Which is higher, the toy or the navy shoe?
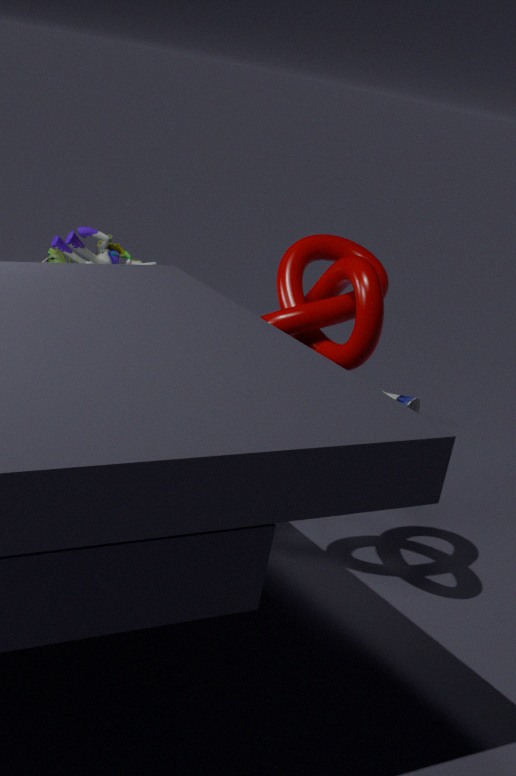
the toy
